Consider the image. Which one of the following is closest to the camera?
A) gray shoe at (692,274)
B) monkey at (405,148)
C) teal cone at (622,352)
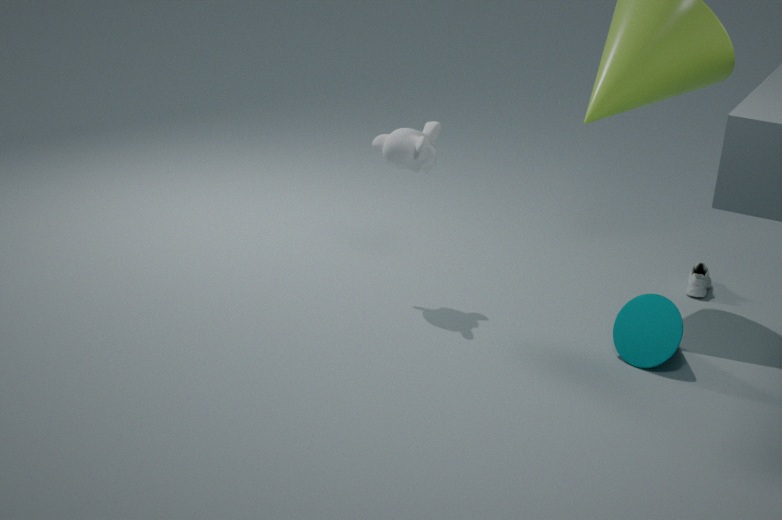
teal cone at (622,352)
